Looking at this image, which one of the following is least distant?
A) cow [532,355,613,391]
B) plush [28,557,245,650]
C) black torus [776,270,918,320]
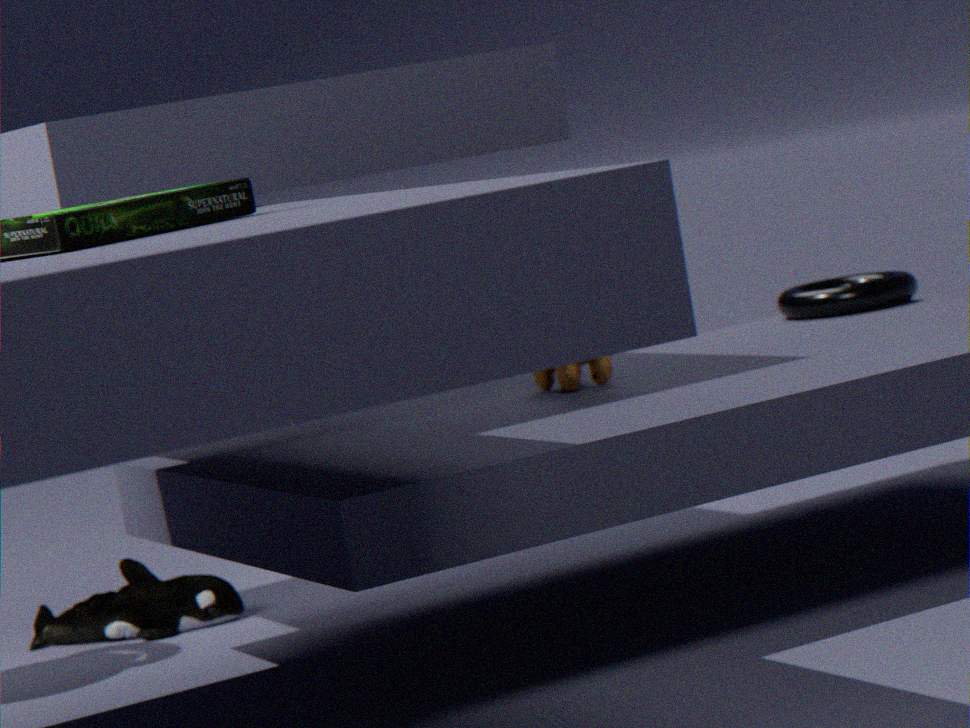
cow [532,355,613,391]
